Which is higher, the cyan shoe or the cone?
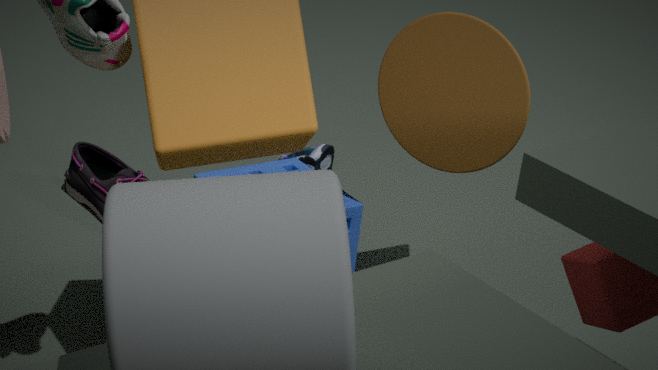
the cone
